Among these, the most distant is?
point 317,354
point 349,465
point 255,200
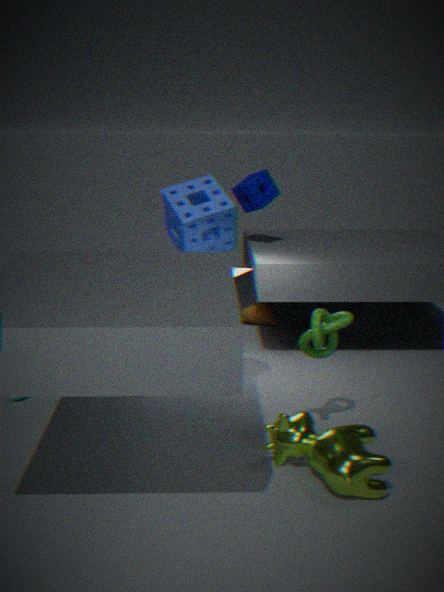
point 255,200
